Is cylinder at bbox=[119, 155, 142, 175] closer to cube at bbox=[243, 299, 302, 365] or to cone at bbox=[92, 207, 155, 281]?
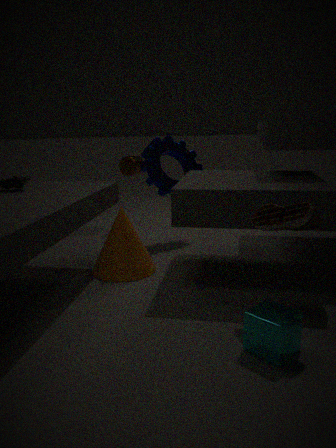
cone at bbox=[92, 207, 155, 281]
